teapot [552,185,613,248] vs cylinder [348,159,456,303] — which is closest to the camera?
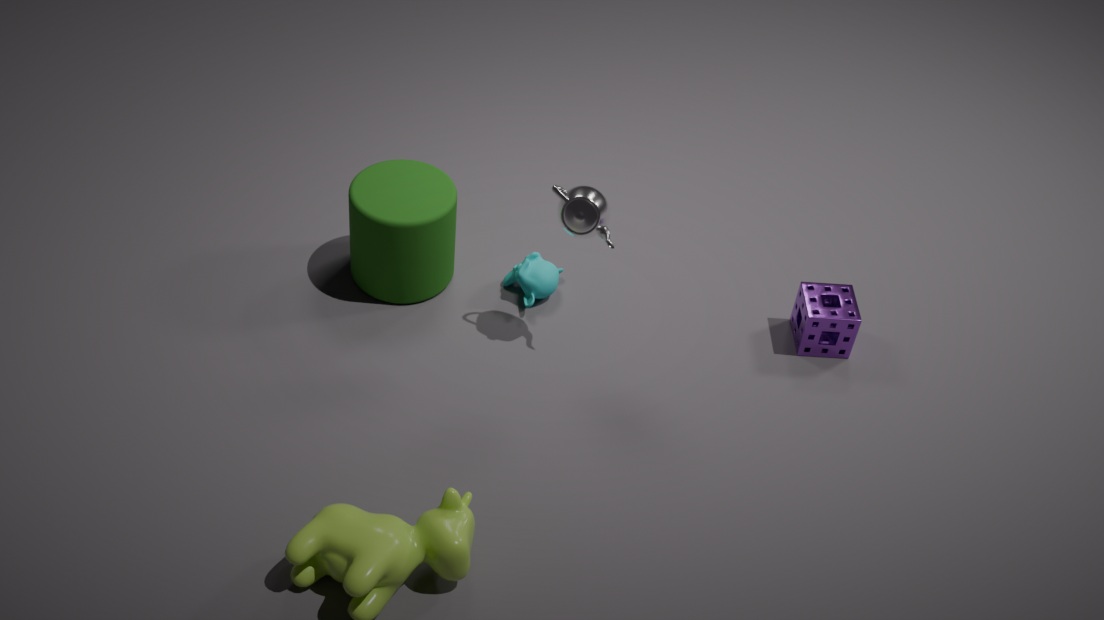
teapot [552,185,613,248]
